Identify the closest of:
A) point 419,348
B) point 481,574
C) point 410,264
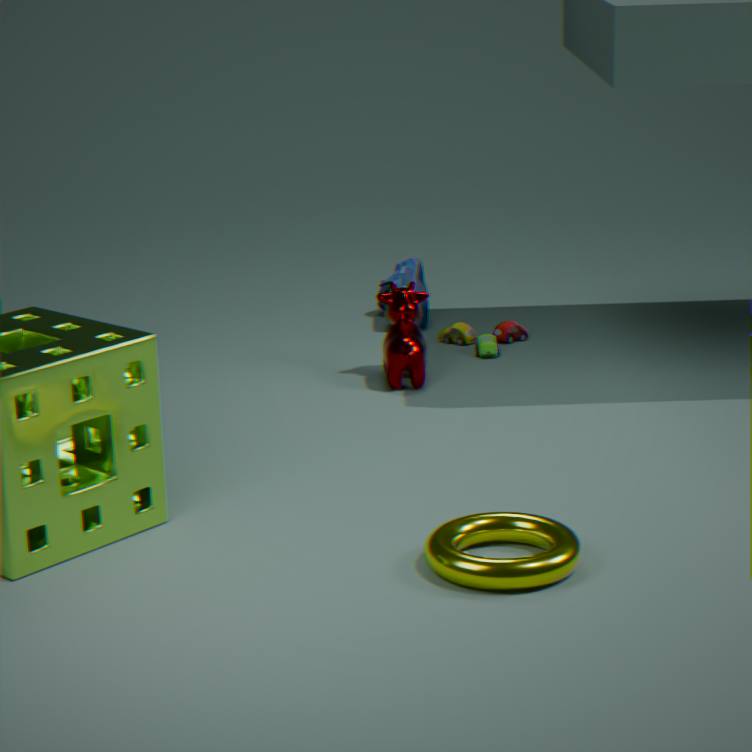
point 481,574
